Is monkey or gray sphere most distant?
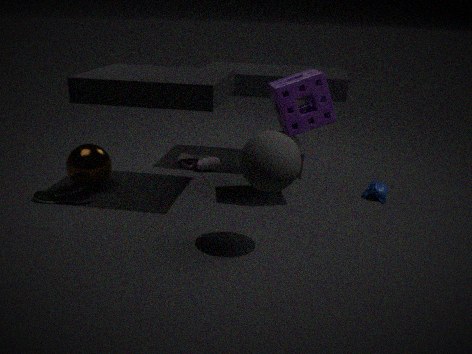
monkey
